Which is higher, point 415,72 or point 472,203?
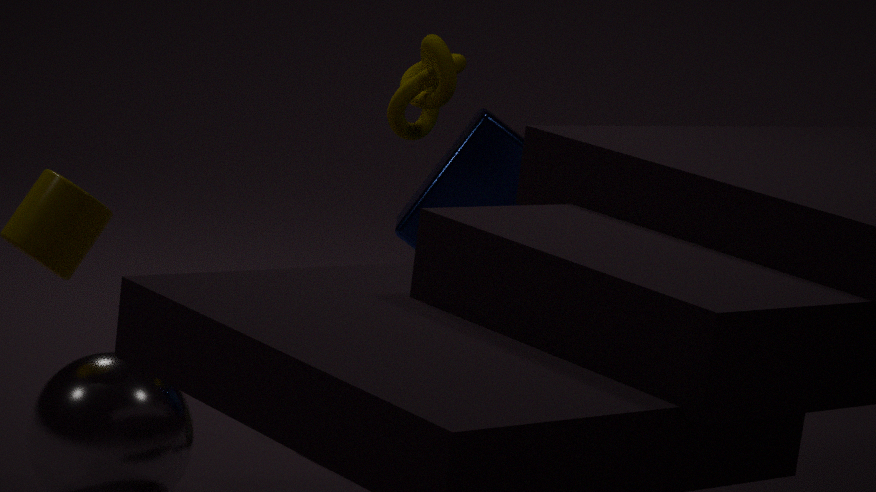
point 415,72
